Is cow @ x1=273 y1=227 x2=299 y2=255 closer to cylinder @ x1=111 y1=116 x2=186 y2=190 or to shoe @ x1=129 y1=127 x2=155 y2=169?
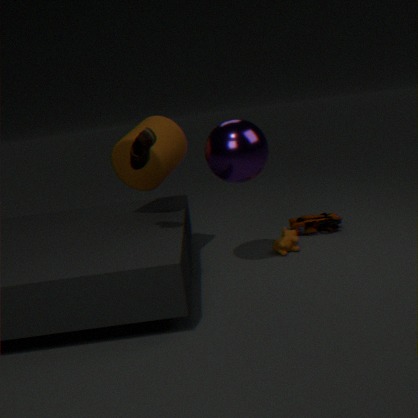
cylinder @ x1=111 y1=116 x2=186 y2=190
